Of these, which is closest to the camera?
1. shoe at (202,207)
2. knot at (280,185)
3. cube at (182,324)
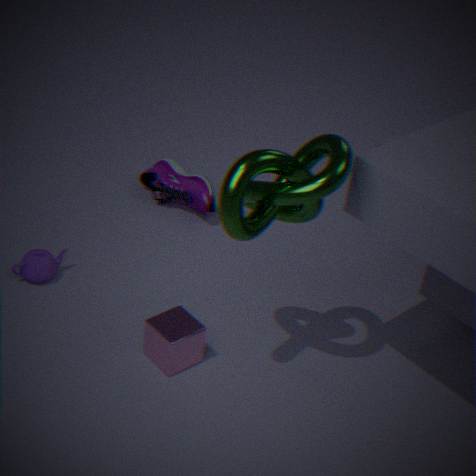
knot at (280,185)
